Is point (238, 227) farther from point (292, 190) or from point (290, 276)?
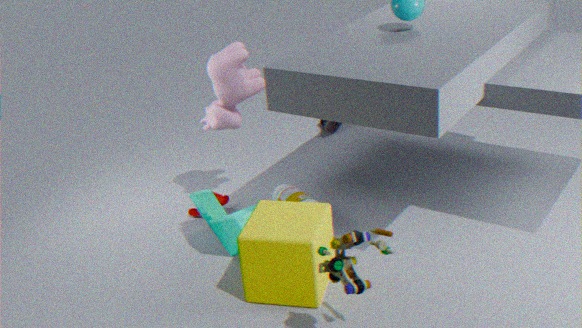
point (290, 276)
